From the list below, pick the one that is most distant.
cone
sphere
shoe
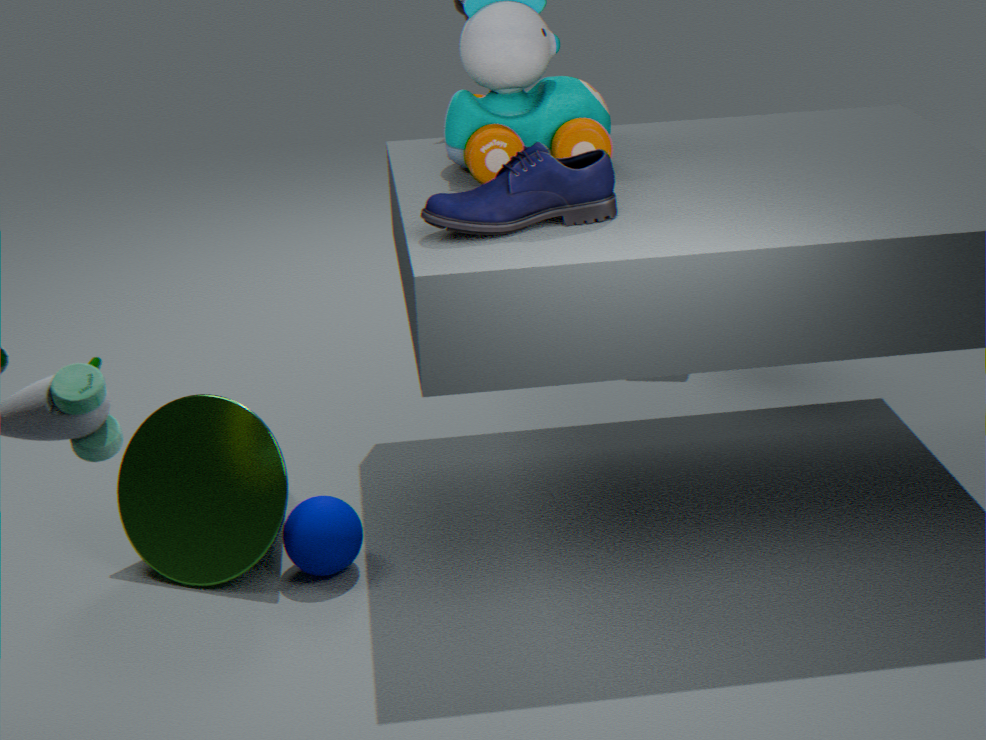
cone
